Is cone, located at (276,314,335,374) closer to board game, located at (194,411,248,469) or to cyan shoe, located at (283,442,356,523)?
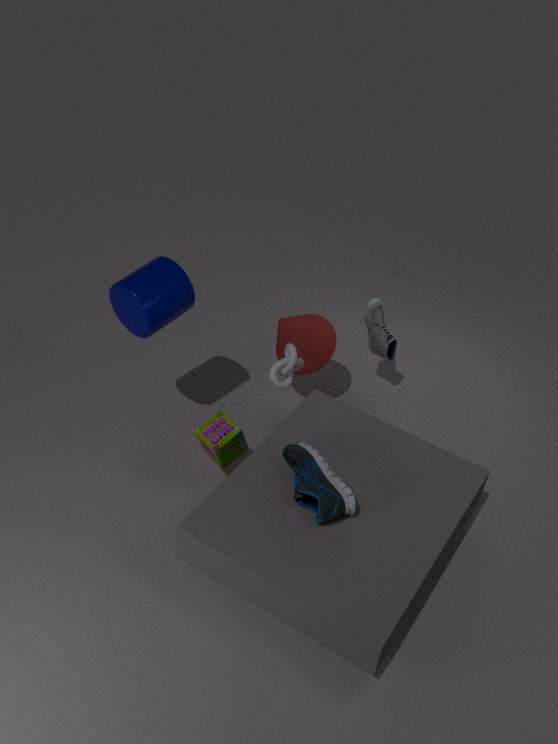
board game, located at (194,411,248,469)
